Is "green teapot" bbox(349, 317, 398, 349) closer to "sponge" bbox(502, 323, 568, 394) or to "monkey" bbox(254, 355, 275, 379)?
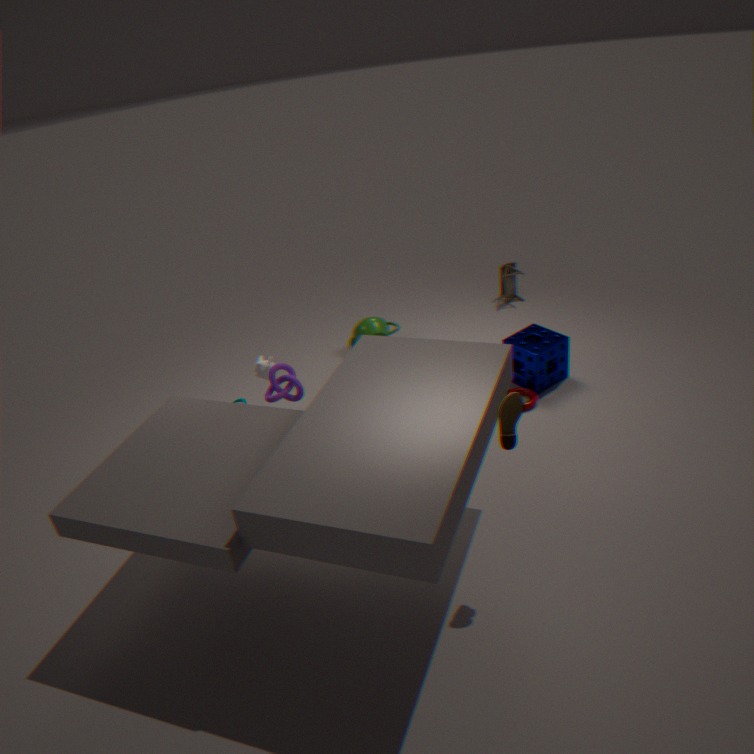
"sponge" bbox(502, 323, 568, 394)
